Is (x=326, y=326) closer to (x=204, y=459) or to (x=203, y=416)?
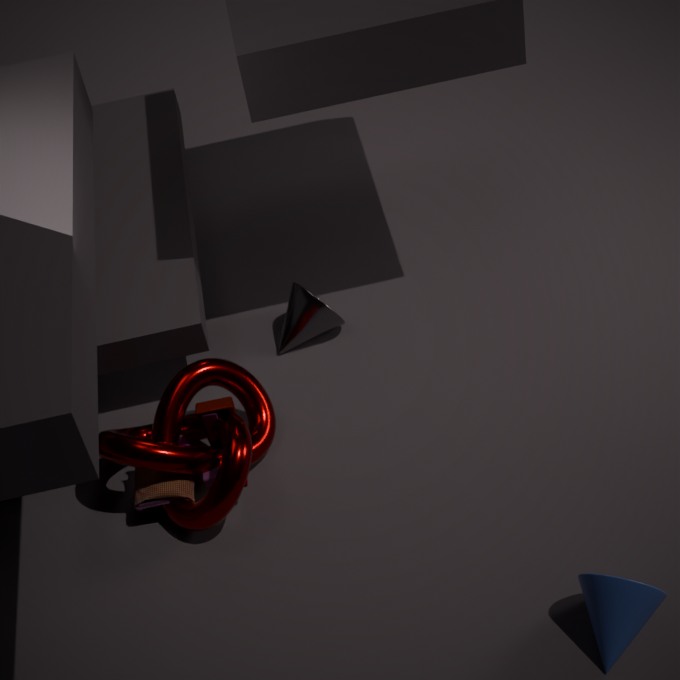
(x=204, y=459)
